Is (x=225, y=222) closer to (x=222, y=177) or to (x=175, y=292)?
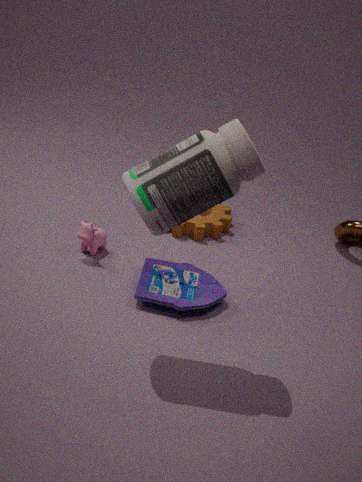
(x=175, y=292)
